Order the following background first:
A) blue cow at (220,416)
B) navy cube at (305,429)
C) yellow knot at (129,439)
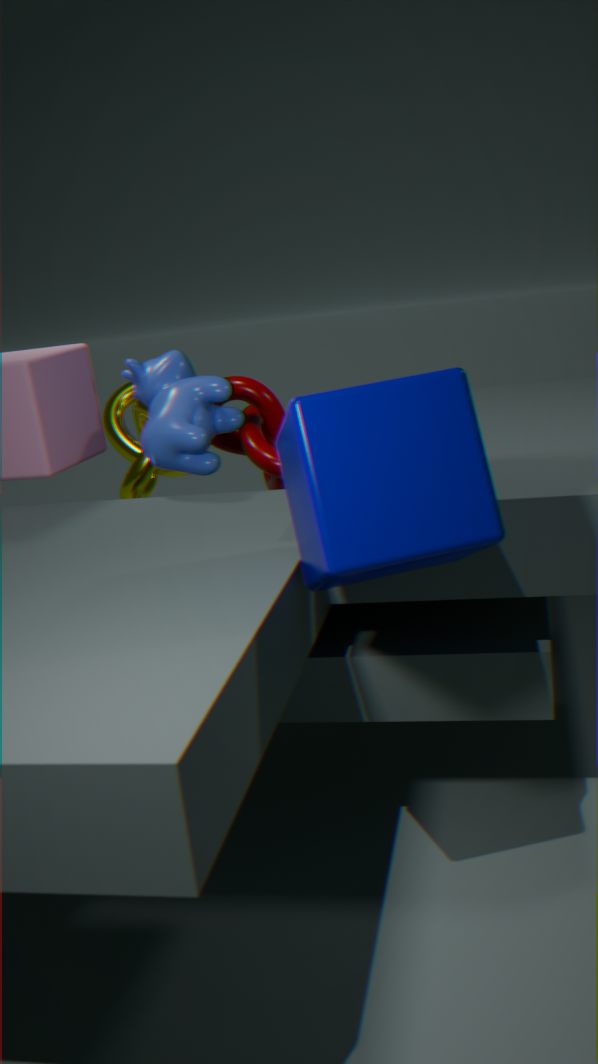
yellow knot at (129,439), blue cow at (220,416), navy cube at (305,429)
